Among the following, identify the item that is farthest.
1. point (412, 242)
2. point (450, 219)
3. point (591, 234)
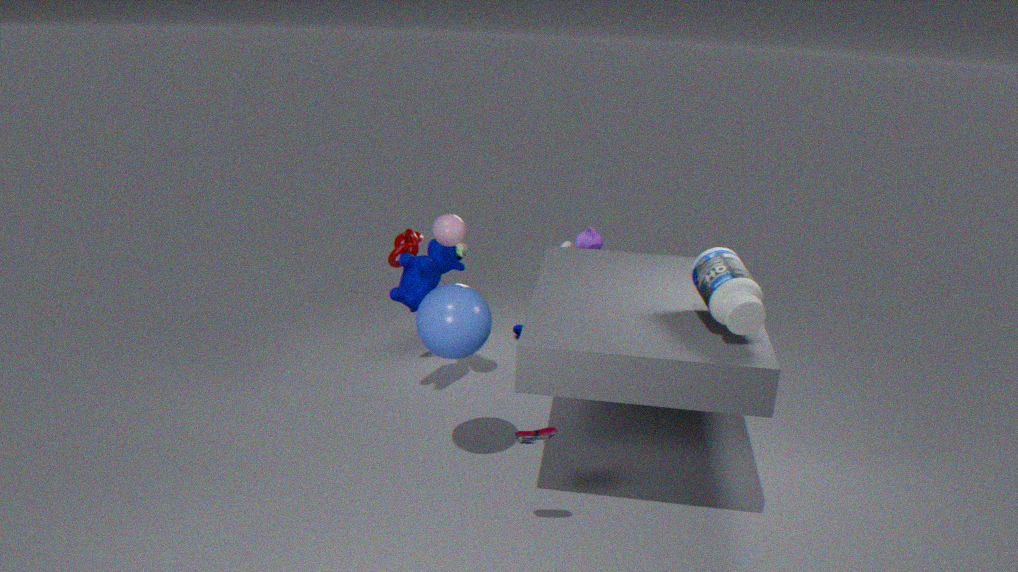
point (591, 234)
